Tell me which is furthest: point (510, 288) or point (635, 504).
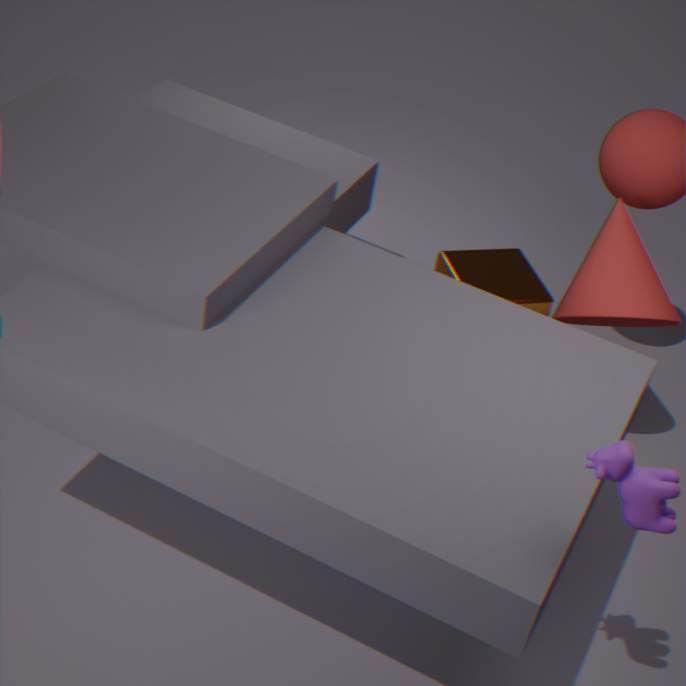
point (510, 288)
